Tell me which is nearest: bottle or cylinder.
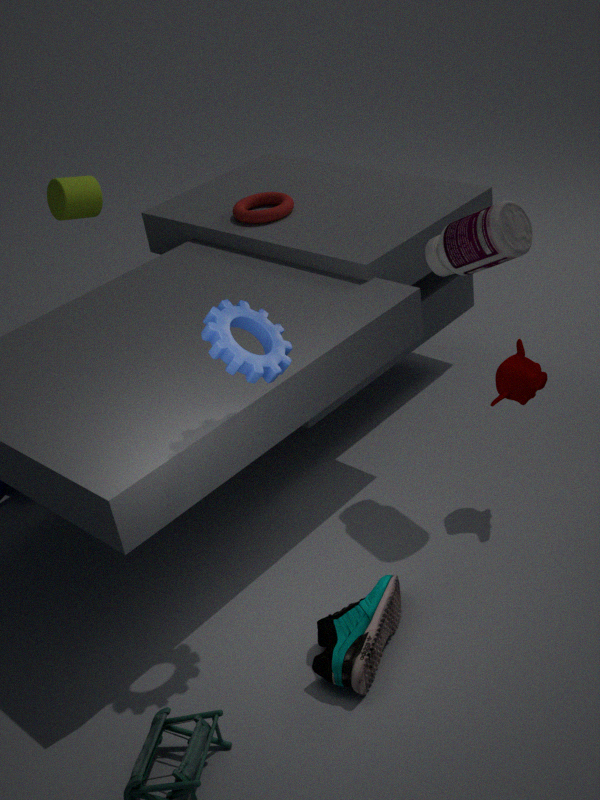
bottle
